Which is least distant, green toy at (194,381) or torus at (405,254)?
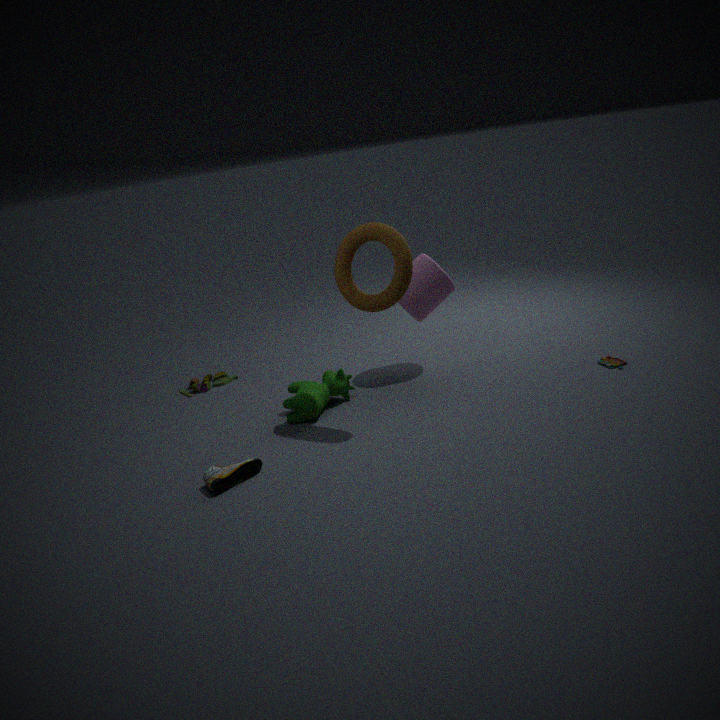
torus at (405,254)
